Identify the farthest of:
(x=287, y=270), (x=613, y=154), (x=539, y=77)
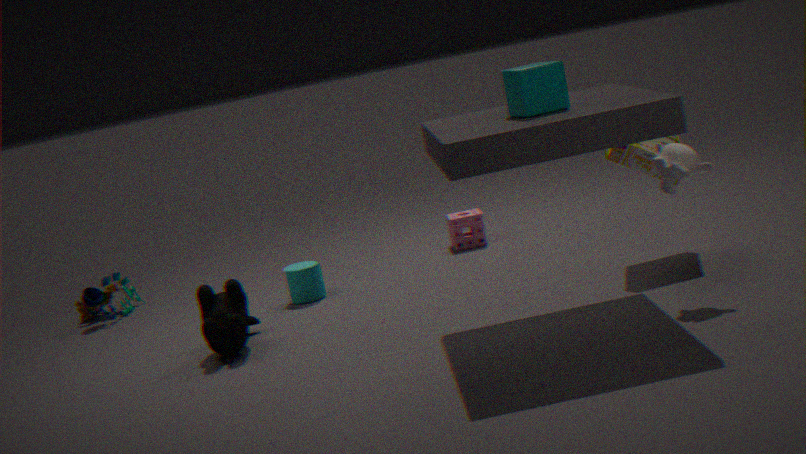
(x=287, y=270)
